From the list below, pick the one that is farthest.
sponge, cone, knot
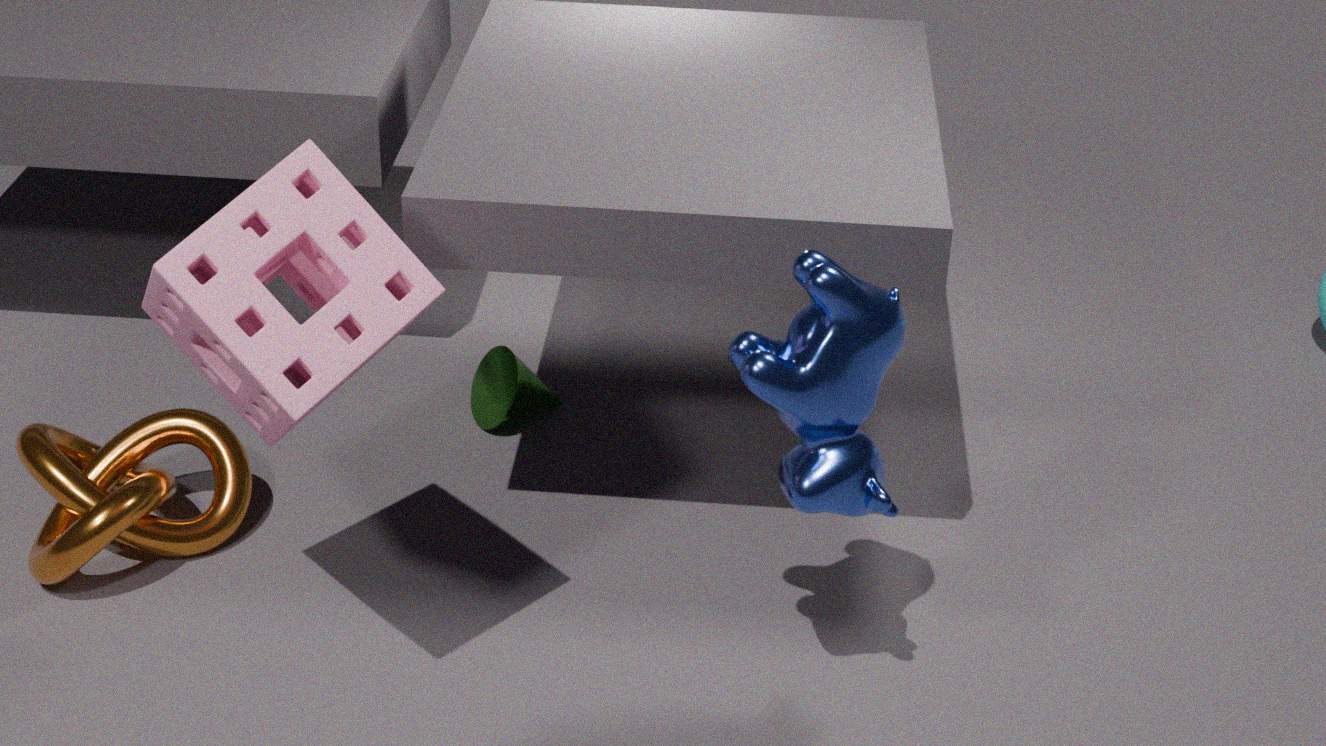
cone
